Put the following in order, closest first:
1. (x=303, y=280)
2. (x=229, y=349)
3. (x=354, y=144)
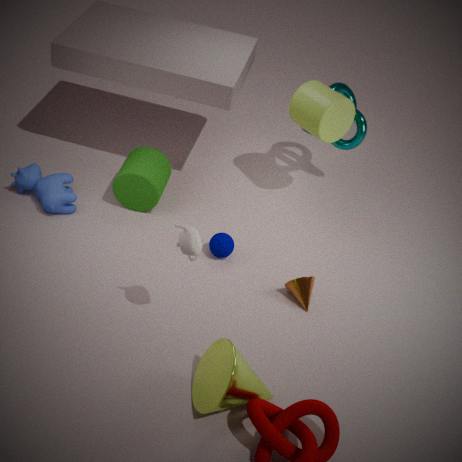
1. (x=229, y=349)
2. (x=303, y=280)
3. (x=354, y=144)
